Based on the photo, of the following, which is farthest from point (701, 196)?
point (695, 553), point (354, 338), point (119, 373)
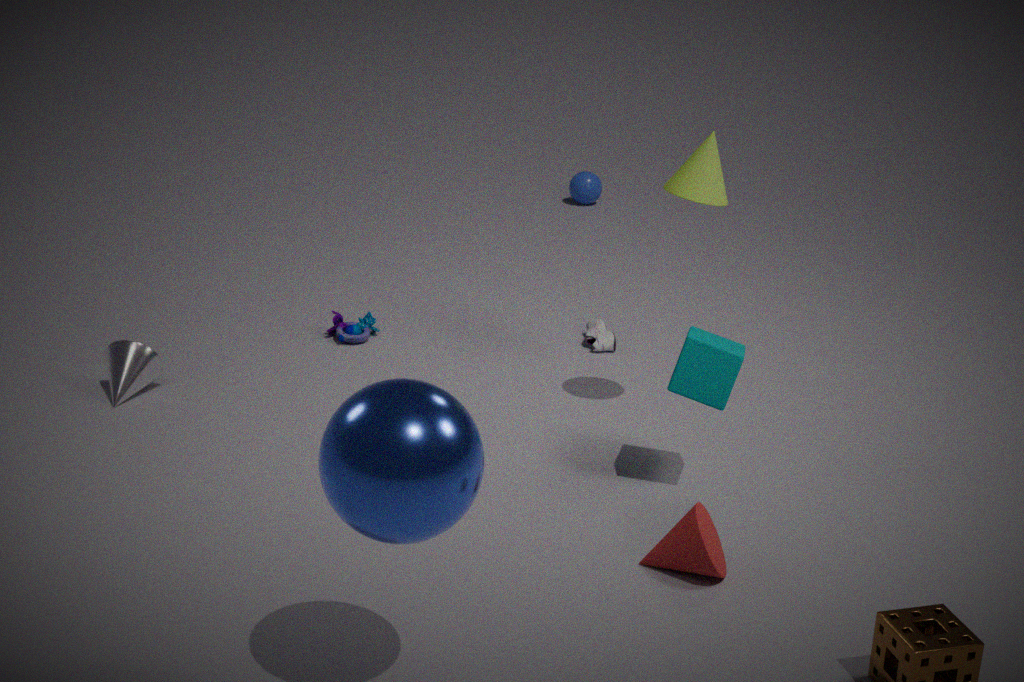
point (119, 373)
